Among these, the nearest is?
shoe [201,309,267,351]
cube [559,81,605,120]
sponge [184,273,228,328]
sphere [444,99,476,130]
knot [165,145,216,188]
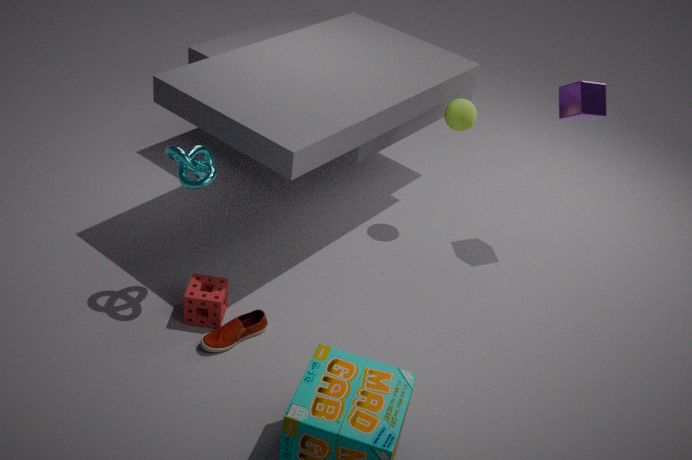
knot [165,145,216,188]
